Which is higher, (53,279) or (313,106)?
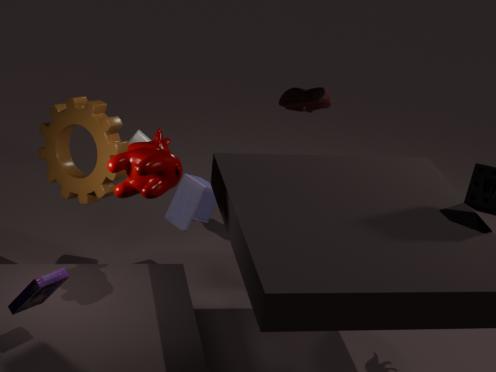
(313,106)
